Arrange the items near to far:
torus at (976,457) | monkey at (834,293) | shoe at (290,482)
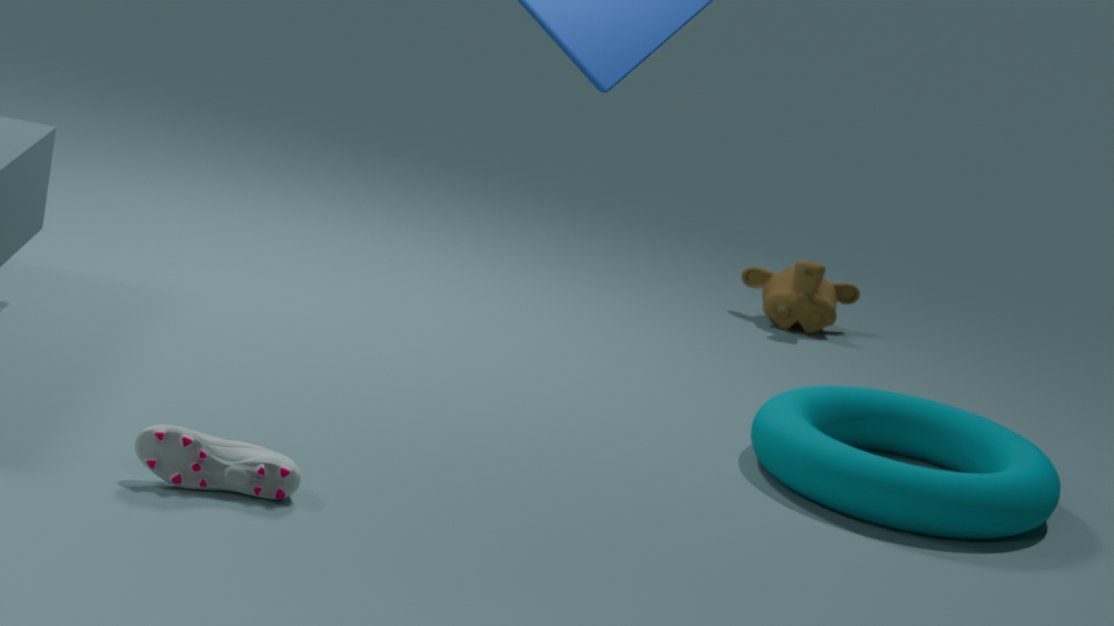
shoe at (290,482)
torus at (976,457)
monkey at (834,293)
